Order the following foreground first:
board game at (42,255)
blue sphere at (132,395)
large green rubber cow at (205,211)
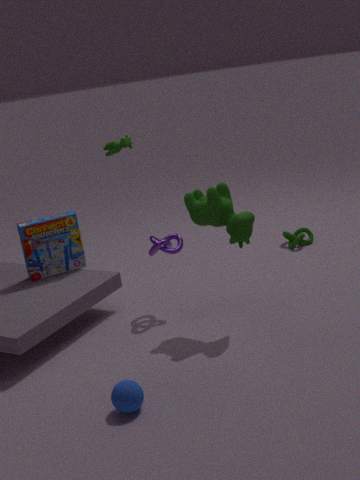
1. blue sphere at (132,395)
2. large green rubber cow at (205,211)
3. board game at (42,255)
